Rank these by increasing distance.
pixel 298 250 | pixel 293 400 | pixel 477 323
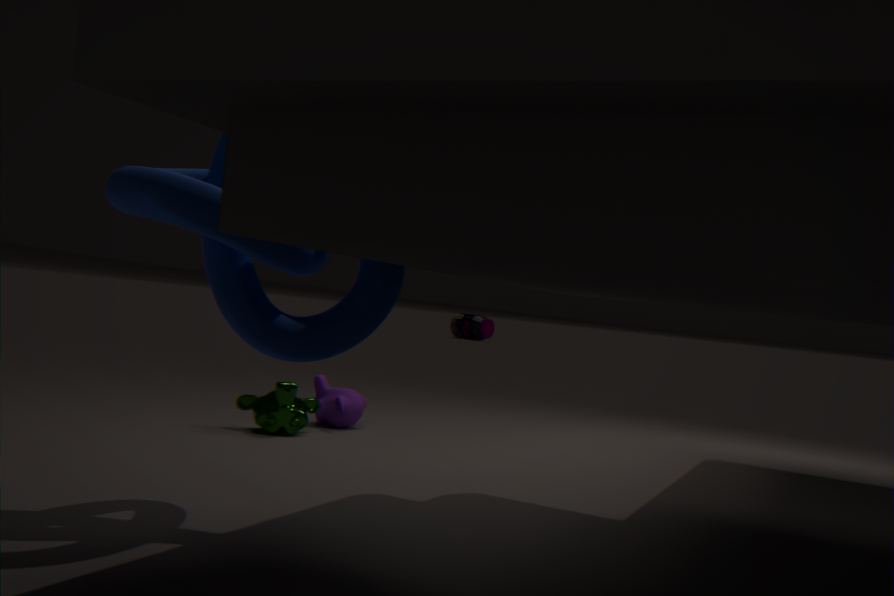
pixel 298 250
pixel 293 400
pixel 477 323
